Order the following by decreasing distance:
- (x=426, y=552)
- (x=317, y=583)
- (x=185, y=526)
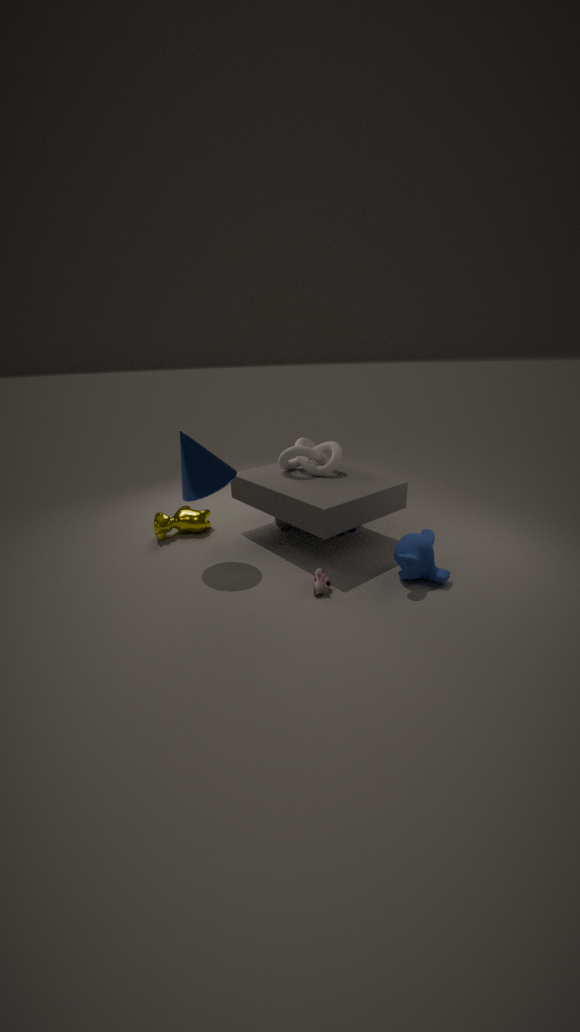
(x=185, y=526), (x=426, y=552), (x=317, y=583)
